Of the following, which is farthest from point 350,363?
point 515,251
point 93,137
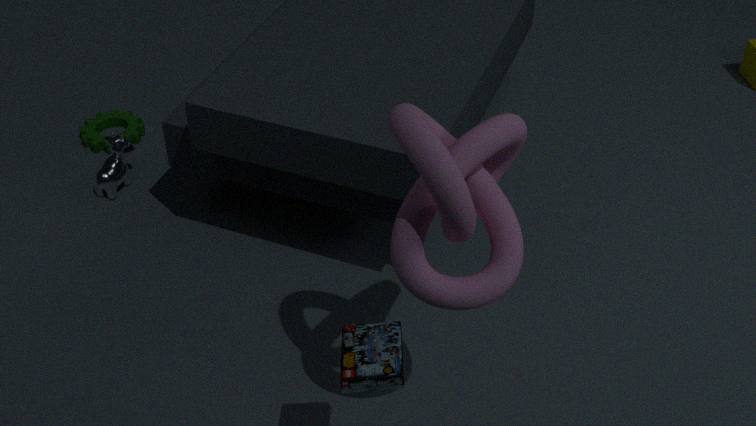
point 93,137
